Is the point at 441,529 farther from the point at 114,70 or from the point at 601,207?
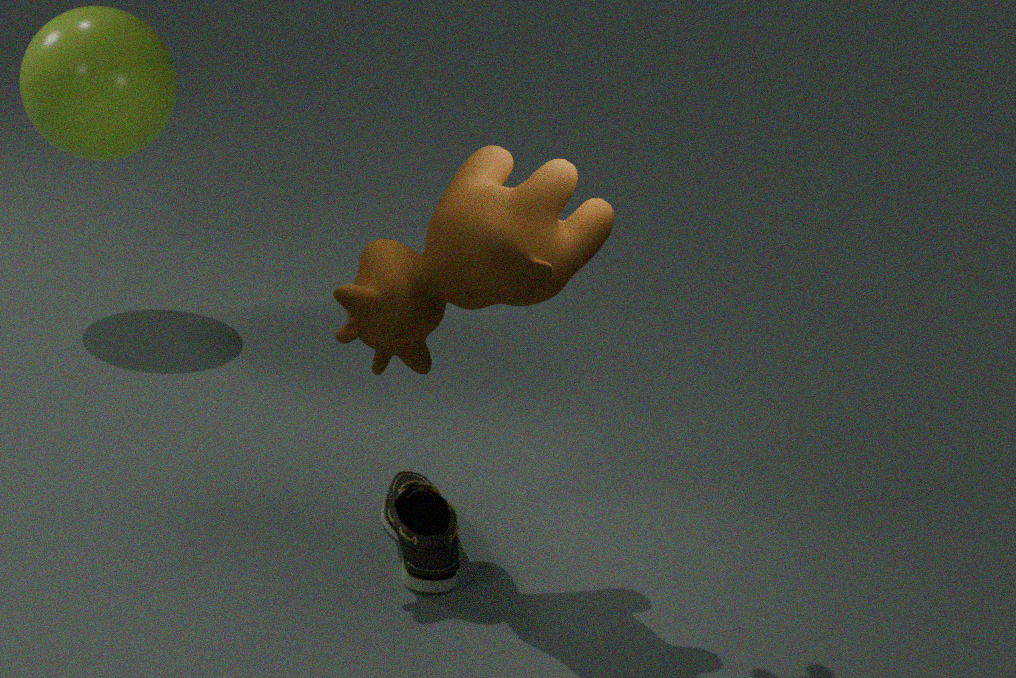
the point at 114,70
